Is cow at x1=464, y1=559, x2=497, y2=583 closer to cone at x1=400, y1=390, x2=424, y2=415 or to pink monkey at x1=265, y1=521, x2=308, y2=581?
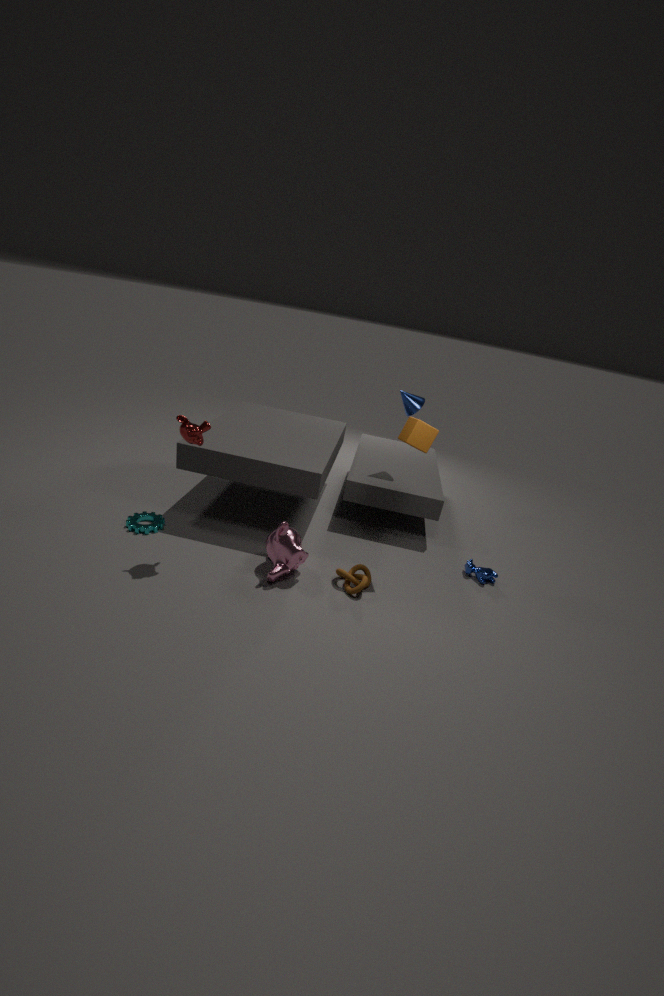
pink monkey at x1=265, y1=521, x2=308, y2=581
